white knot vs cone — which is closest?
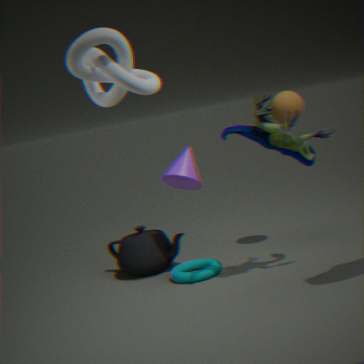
white knot
